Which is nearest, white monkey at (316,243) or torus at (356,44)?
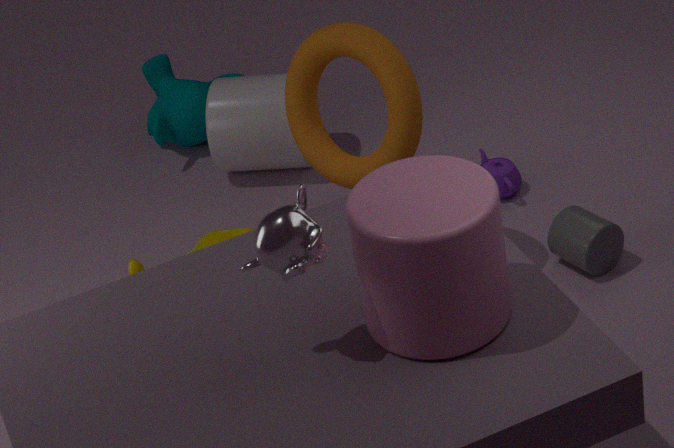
white monkey at (316,243)
